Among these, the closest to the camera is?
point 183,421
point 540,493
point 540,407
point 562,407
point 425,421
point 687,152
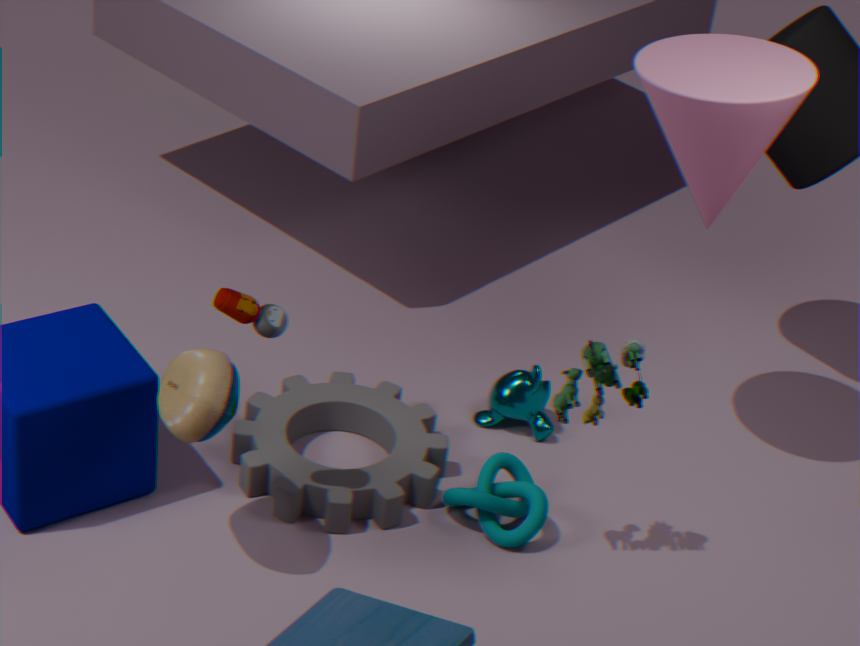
point 183,421
